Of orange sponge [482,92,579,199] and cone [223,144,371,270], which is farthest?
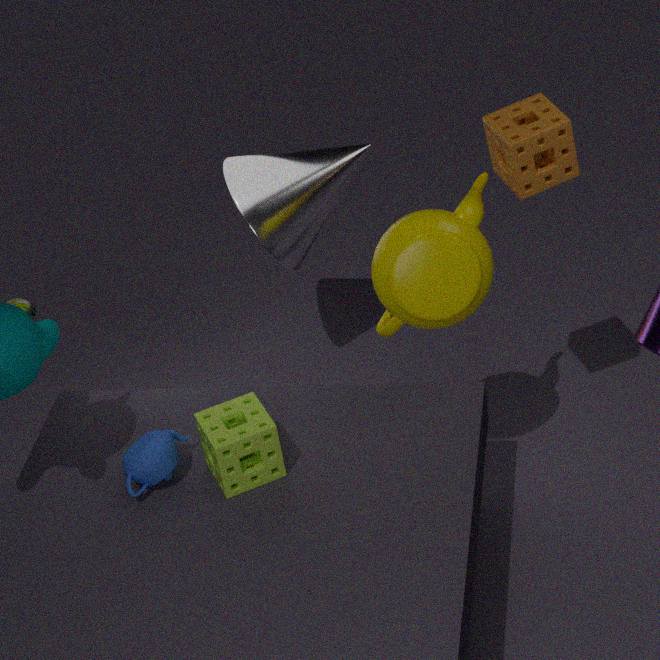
cone [223,144,371,270]
